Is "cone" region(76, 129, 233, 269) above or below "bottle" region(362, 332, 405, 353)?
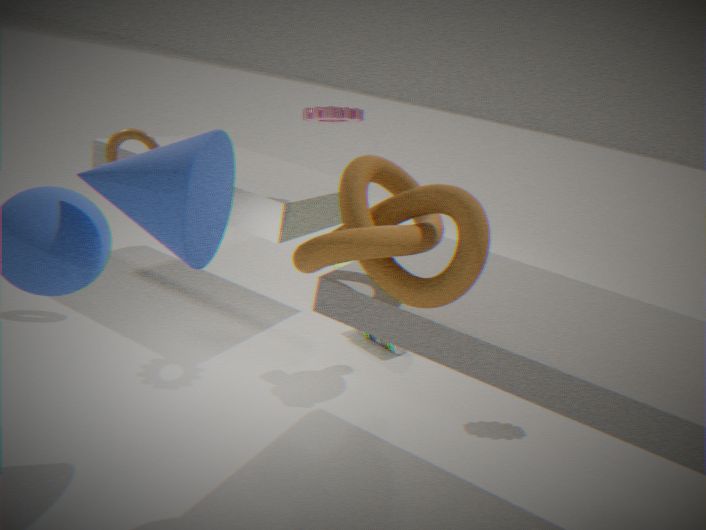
above
